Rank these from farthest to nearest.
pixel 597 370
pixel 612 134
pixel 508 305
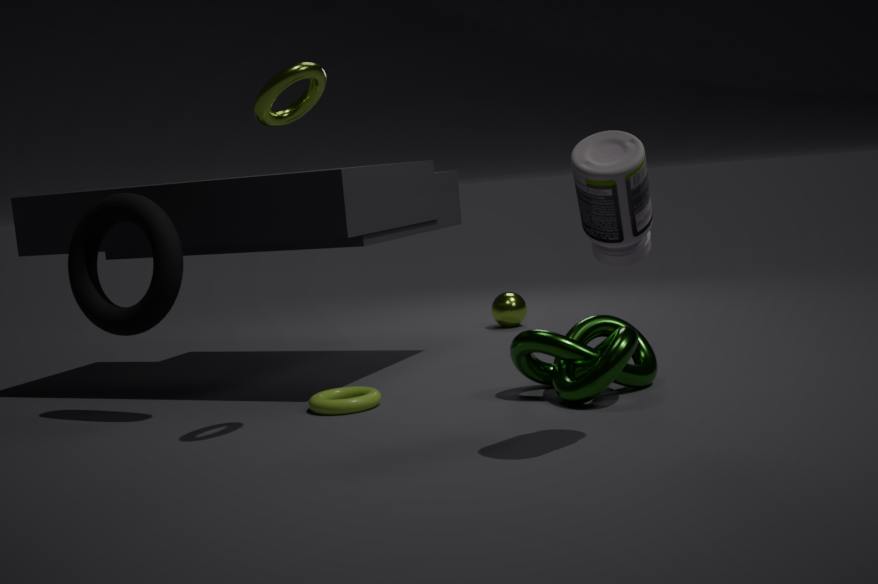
pixel 508 305 < pixel 597 370 < pixel 612 134
